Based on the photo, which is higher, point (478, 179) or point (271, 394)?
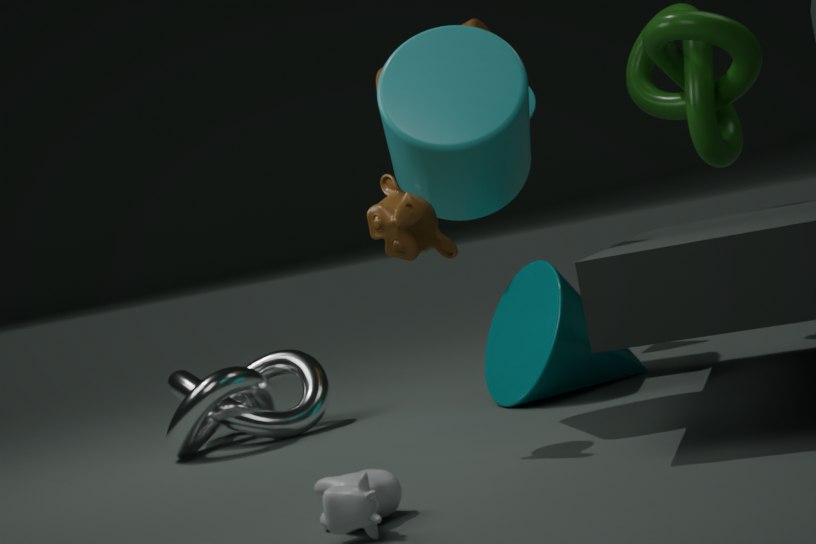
point (478, 179)
